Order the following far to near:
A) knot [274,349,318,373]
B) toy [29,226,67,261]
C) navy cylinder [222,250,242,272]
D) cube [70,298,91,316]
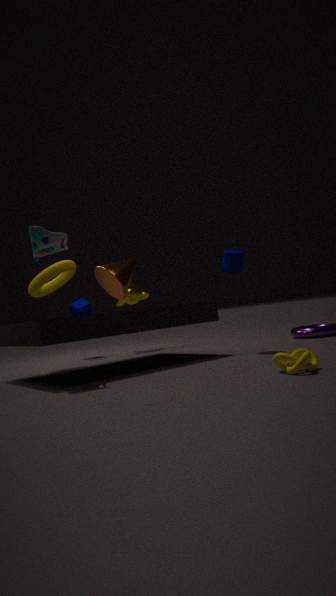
D. cube [70,298,91,316]
C. navy cylinder [222,250,242,272]
B. toy [29,226,67,261]
A. knot [274,349,318,373]
